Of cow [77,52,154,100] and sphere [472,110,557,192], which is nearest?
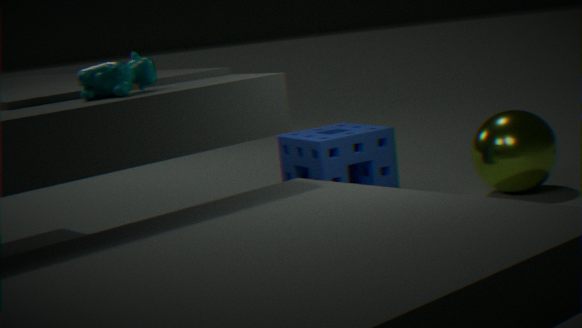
cow [77,52,154,100]
